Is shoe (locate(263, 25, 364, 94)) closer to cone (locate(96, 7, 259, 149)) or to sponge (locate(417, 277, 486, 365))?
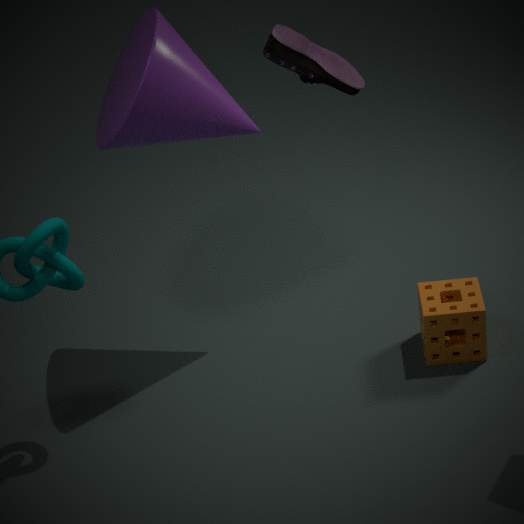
cone (locate(96, 7, 259, 149))
